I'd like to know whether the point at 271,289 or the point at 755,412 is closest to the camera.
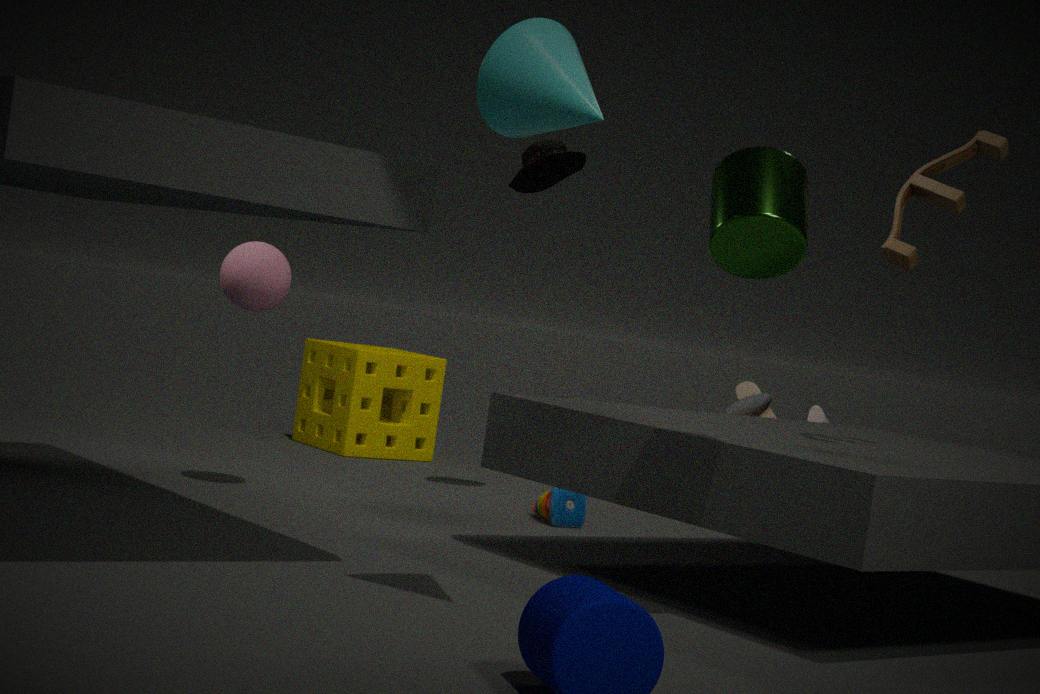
Result: the point at 271,289
